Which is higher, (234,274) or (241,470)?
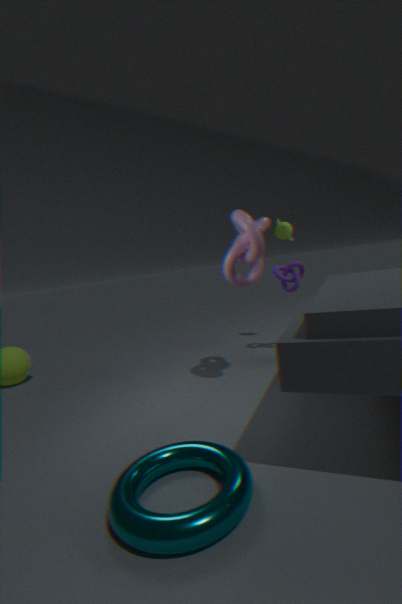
(234,274)
